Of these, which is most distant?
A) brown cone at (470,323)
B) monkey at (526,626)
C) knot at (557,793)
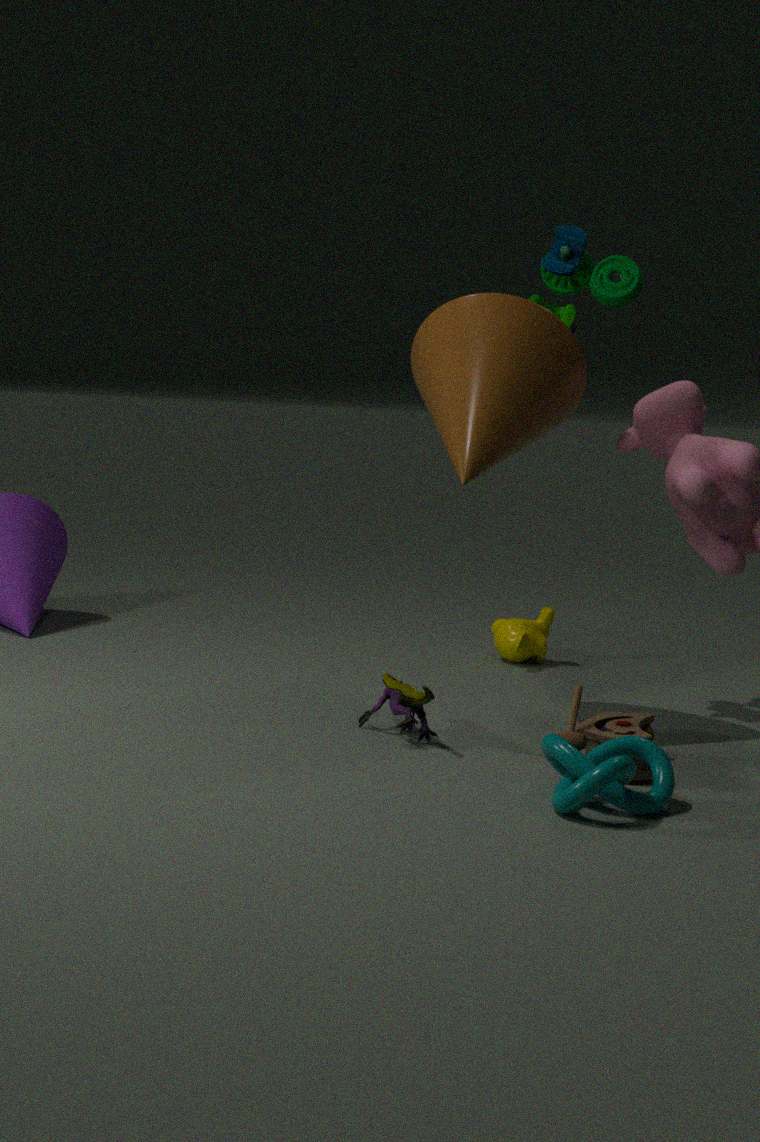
monkey at (526,626)
